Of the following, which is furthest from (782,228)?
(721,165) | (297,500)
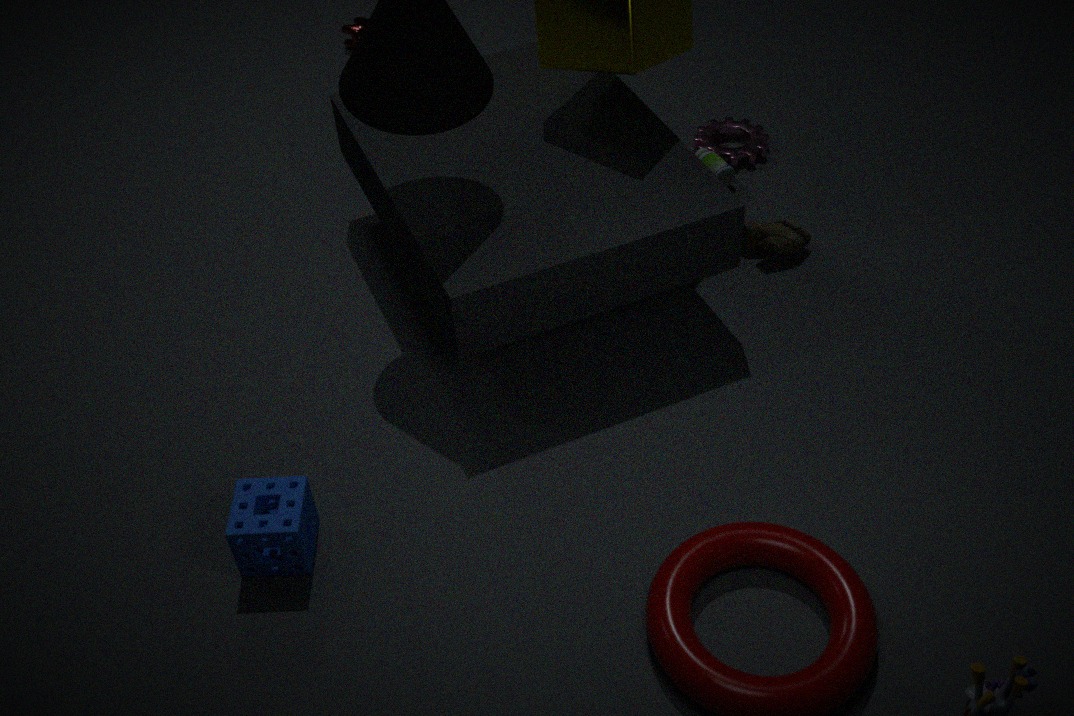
(297,500)
